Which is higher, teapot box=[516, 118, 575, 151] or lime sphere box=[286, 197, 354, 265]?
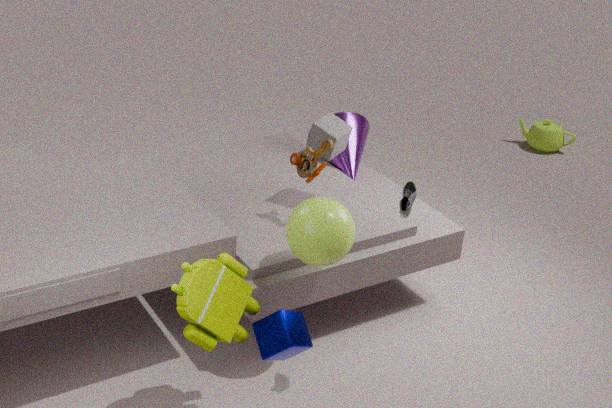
lime sphere box=[286, 197, 354, 265]
